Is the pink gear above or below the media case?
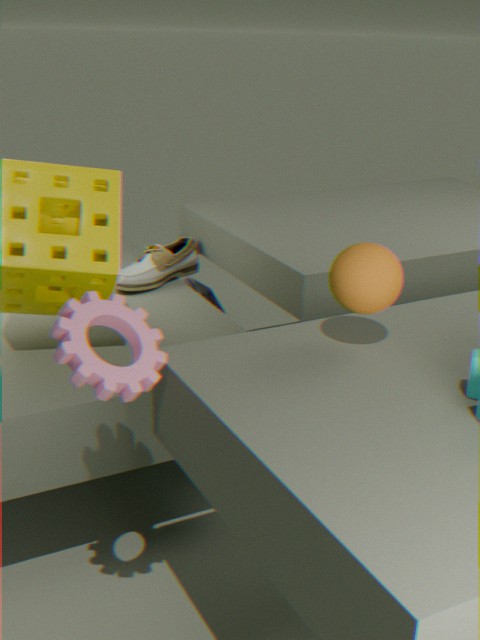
above
